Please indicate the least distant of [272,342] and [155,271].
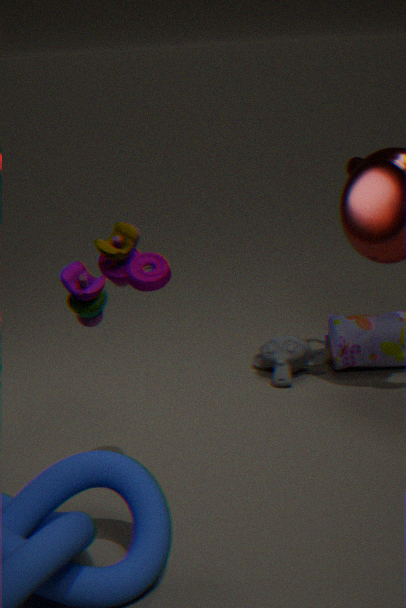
[155,271]
